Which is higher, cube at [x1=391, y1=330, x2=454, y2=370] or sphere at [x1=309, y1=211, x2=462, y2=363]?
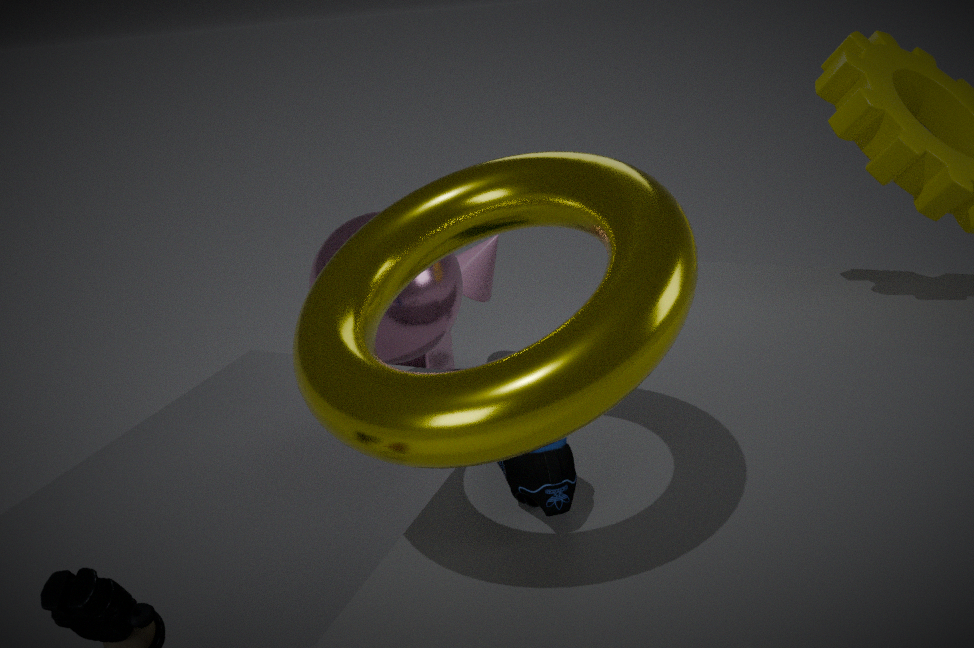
sphere at [x1=309, y1=211, x2=462, y2=363]
